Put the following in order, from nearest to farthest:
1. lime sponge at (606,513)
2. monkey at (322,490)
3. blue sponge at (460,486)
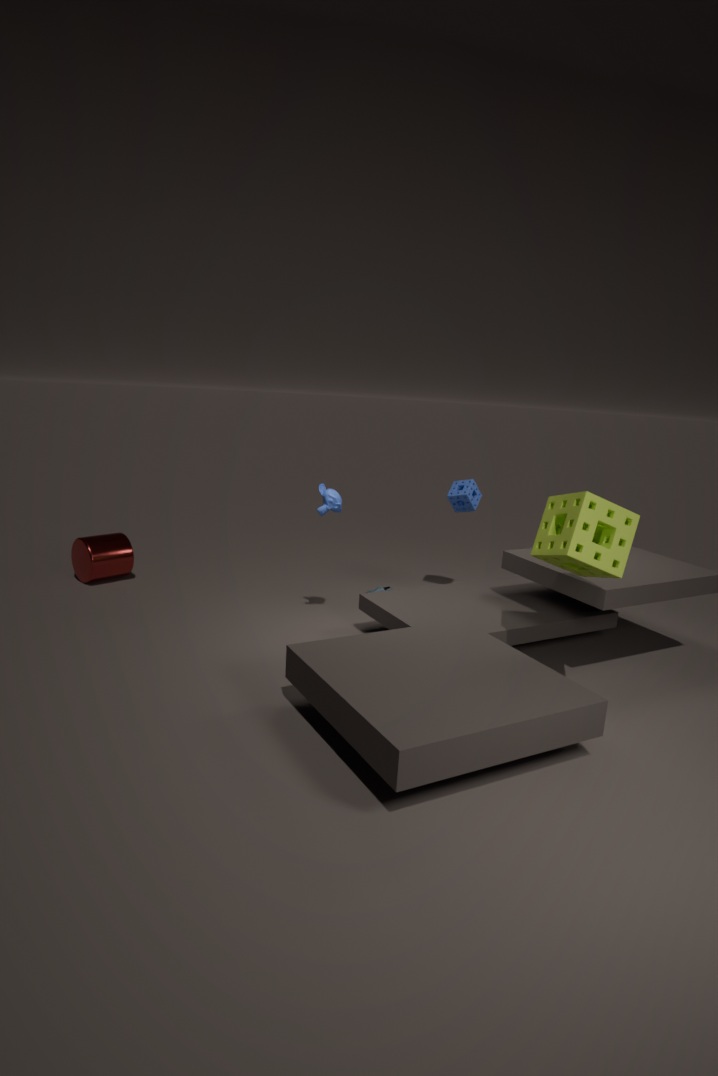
lime sponge at (606,513) < monkey at (322,490) < blue sponge at (460,486)
